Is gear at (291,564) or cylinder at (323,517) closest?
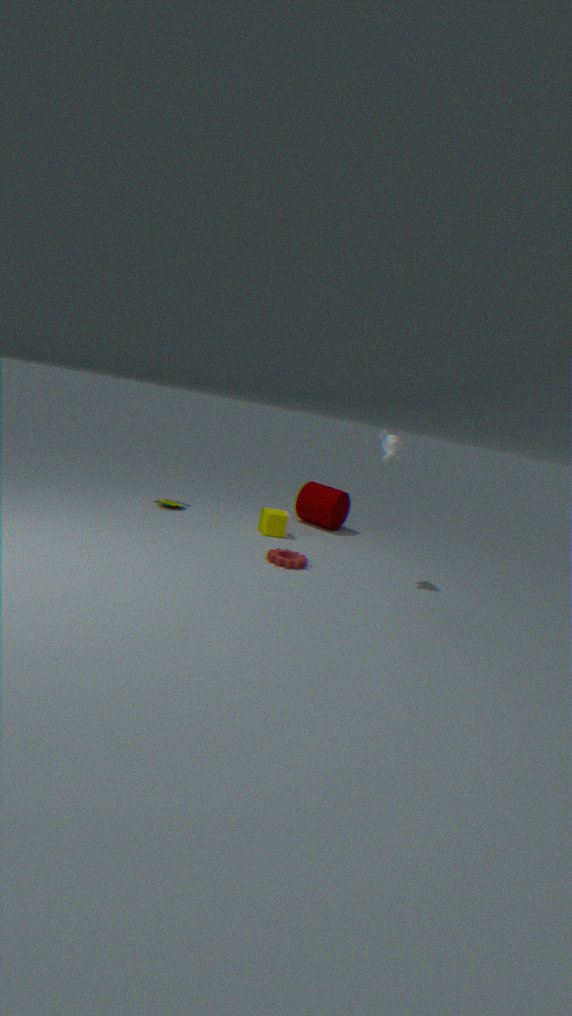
gear at (291,564)
